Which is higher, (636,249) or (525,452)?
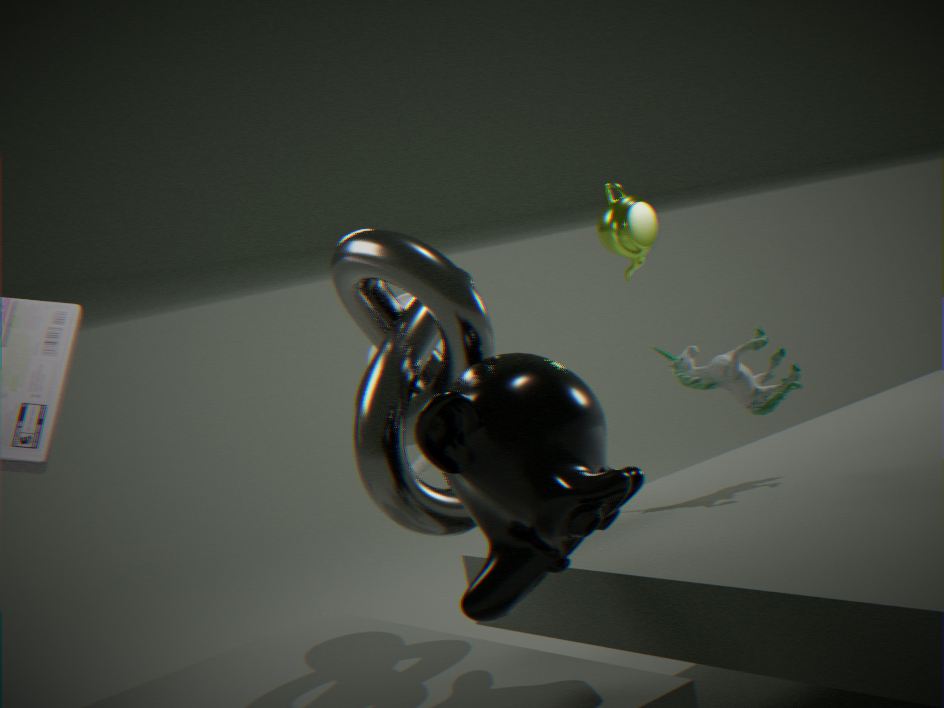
(636,249)
